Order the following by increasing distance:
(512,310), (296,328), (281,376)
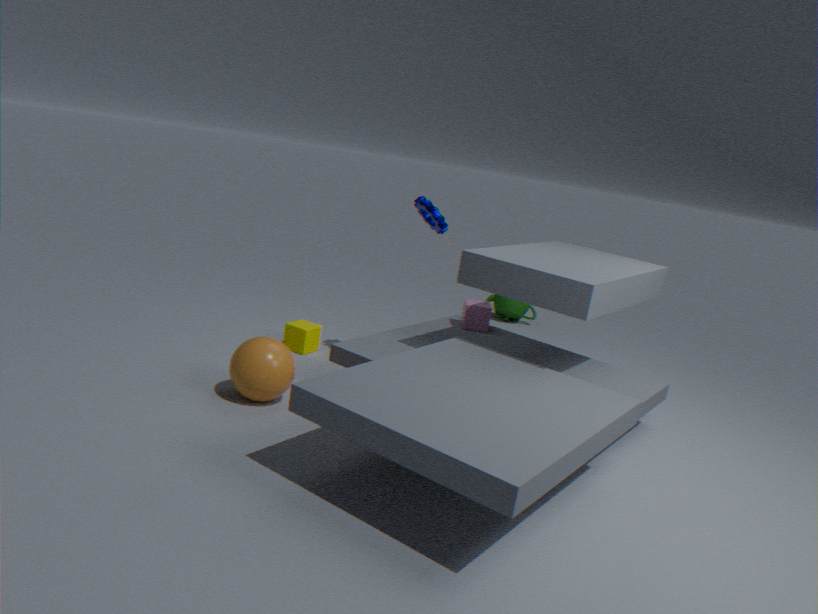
(281,376) < (296,328) < (512,310)
